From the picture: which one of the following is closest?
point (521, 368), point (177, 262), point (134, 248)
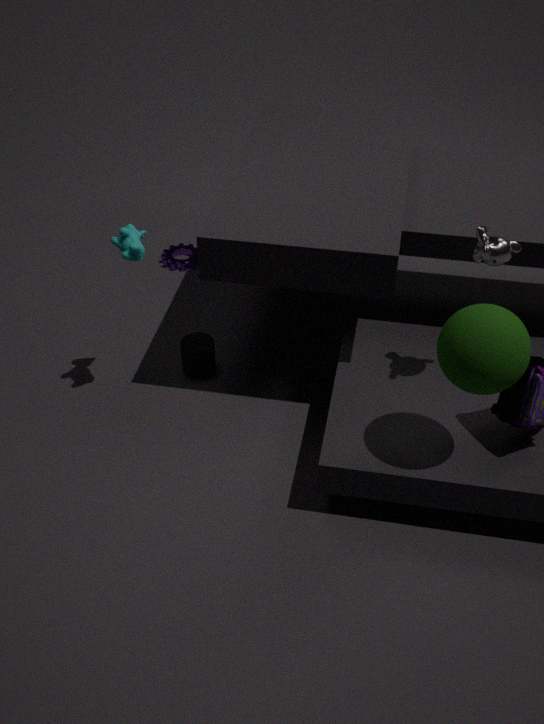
point (521, 368)
